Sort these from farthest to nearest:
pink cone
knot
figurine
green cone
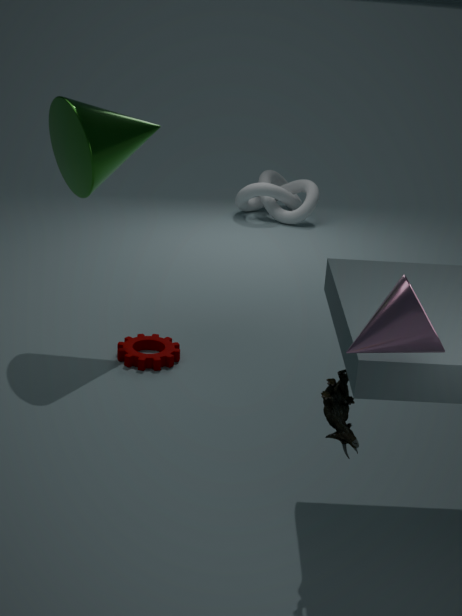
knot → green cone → figurine → pink cone
